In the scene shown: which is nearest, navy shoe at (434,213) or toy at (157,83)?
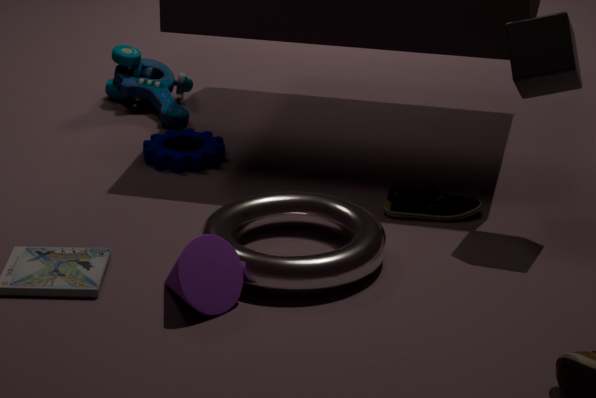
navy shoe at (434,213)
